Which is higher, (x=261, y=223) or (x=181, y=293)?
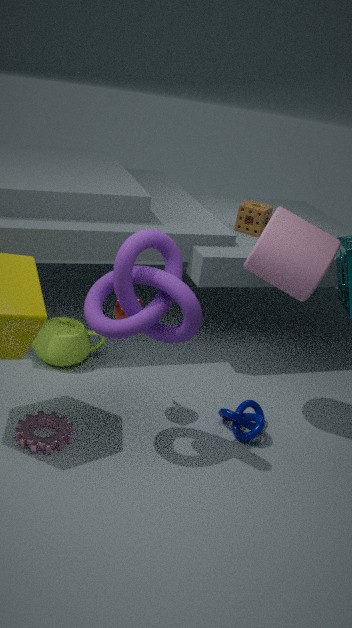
(x=261, y=223)
